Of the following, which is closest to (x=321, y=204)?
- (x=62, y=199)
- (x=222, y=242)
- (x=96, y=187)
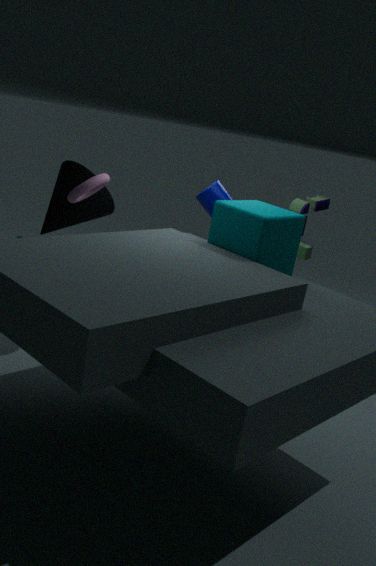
(x=222, y=242)
